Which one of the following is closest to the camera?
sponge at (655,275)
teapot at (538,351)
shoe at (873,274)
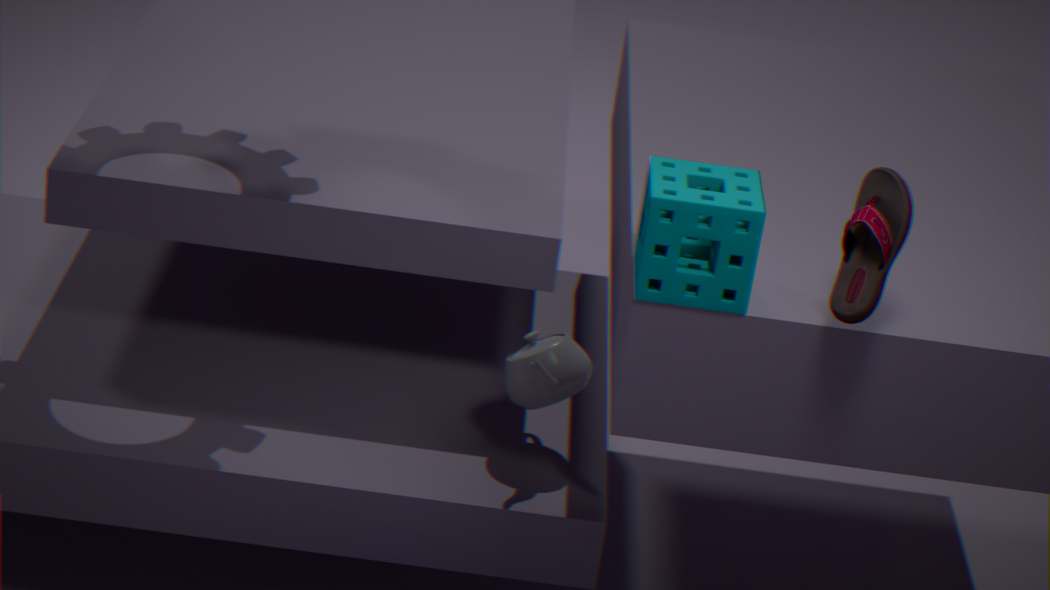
shoe at (873,274)
